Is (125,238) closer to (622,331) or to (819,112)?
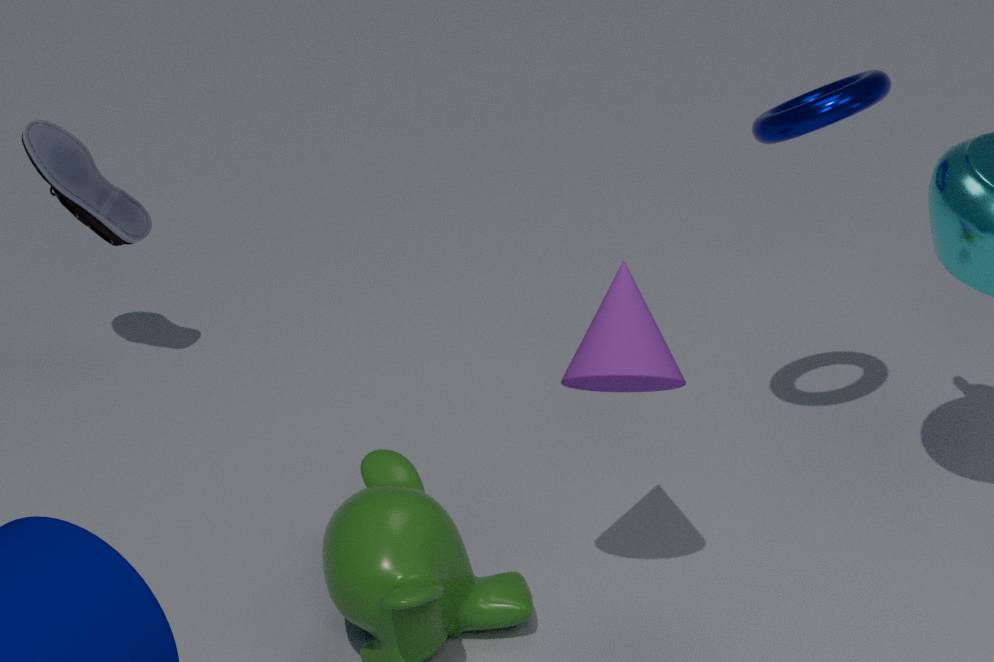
(622,331)
